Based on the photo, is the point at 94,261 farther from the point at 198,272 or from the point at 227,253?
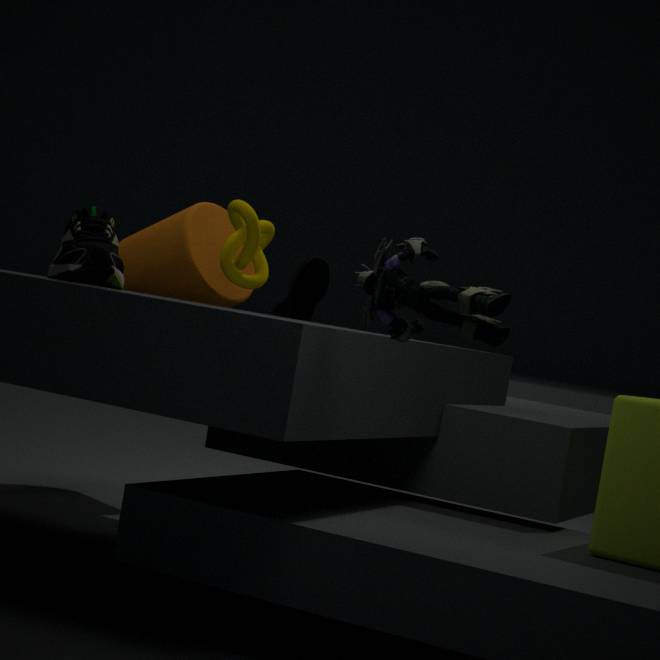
the point at 198,272
